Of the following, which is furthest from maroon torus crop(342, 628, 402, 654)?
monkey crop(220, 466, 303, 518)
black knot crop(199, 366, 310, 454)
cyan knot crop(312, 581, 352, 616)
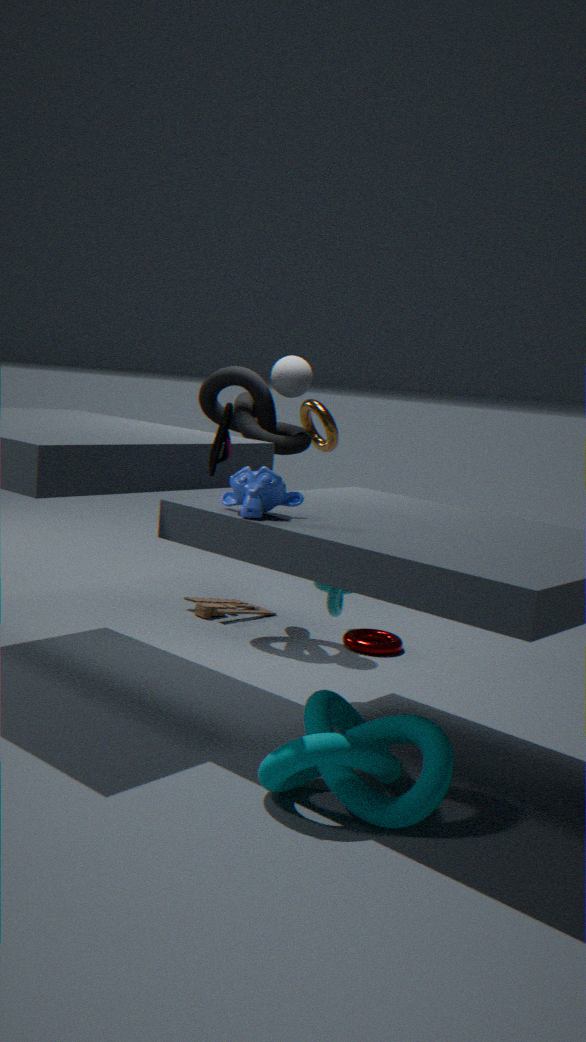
monkey crop(220, 466, 303, 518)
